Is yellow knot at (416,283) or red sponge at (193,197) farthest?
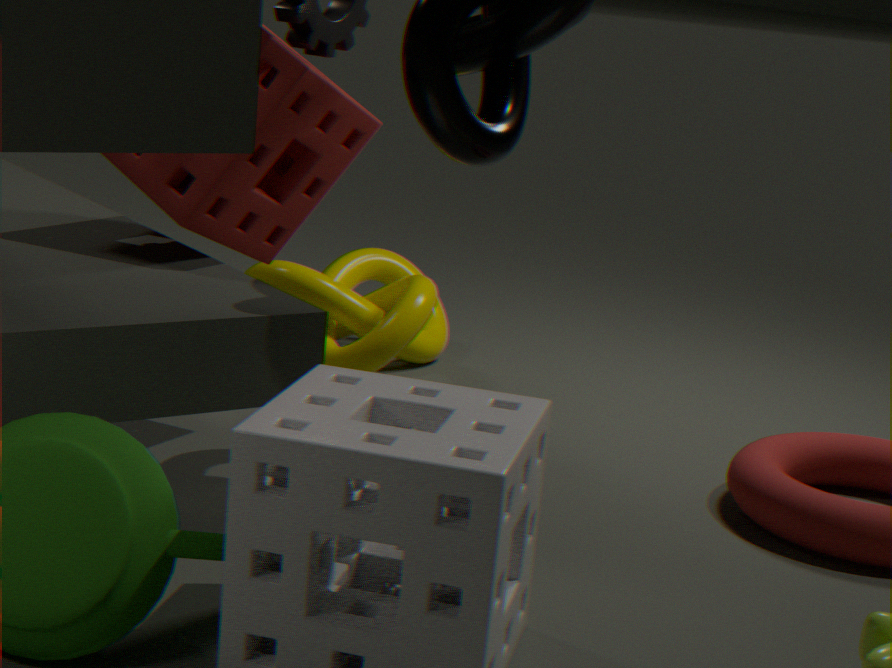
yellow knot at (416,283)
